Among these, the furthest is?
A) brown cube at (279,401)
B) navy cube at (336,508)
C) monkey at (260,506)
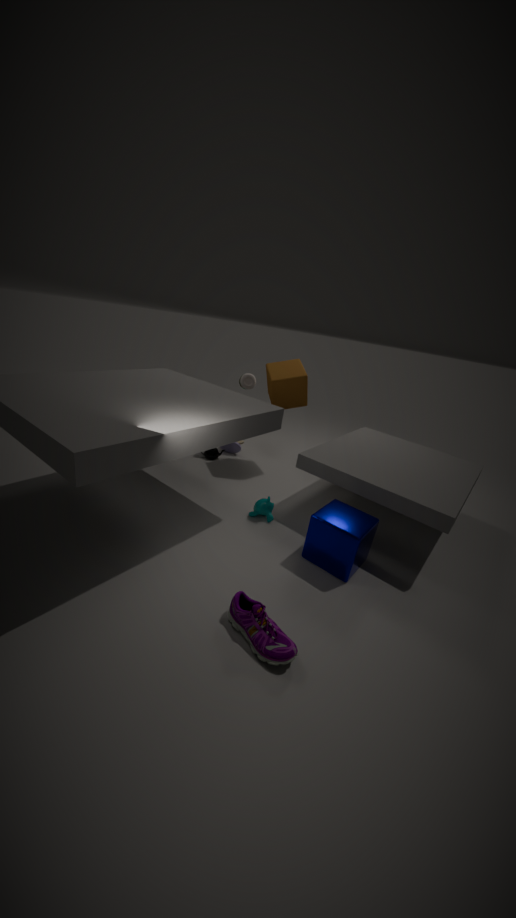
brown cube at (279,401)
